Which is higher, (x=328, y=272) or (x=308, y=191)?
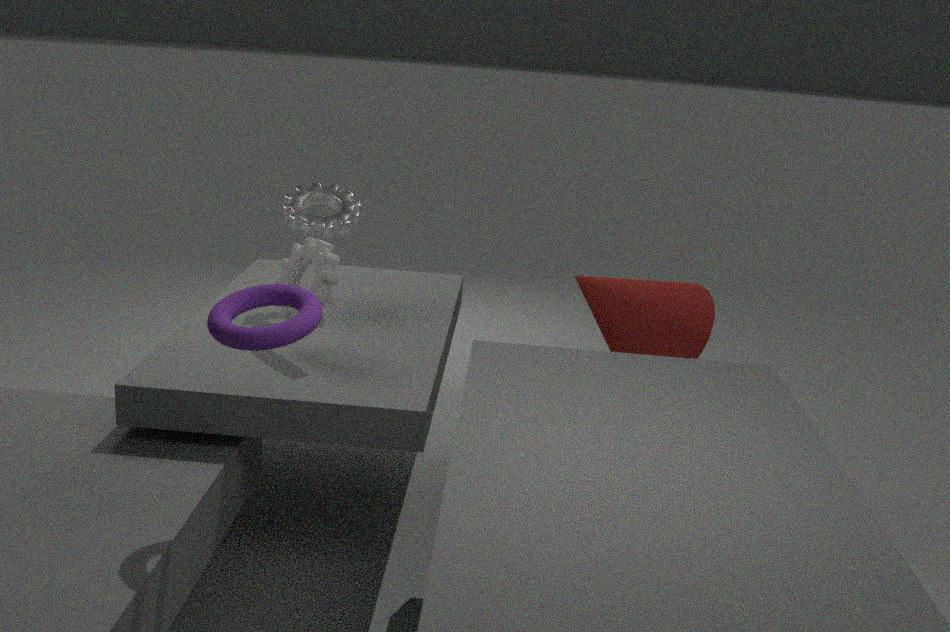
(x=308, y=191)
